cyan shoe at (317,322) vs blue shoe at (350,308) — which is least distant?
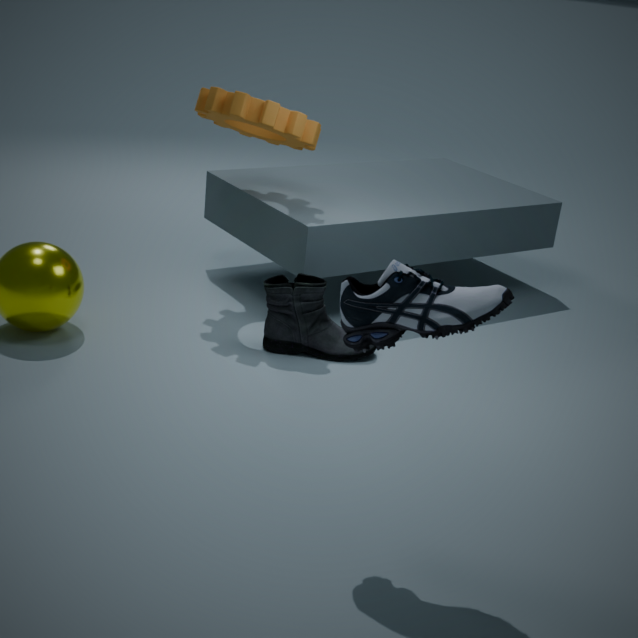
blue shoe at (350,308)
